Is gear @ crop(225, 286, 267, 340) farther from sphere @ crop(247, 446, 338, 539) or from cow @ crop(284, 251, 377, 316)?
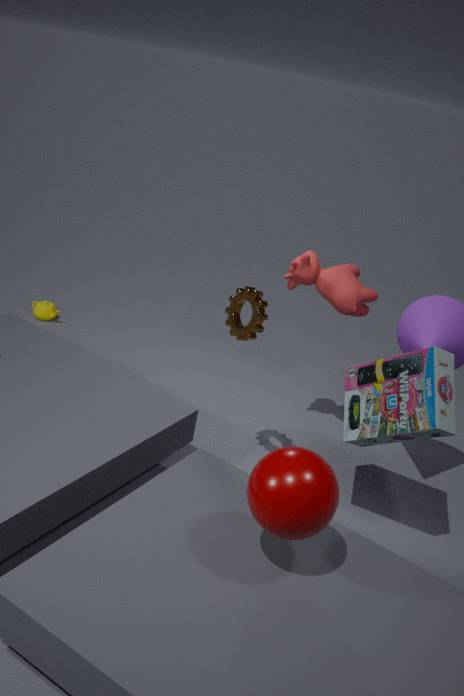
sphere @ crop(247, 446, 338, 539)
